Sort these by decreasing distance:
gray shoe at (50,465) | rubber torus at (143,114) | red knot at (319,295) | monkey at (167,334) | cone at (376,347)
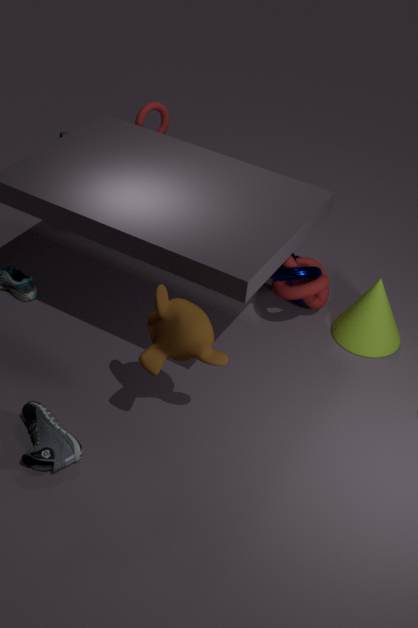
1. rubber torus at (143,114)
2. cone at (376,347)
3. red knot at (319,295)
4. gray shoe at (50,465)
5. monkey at (167,334)
